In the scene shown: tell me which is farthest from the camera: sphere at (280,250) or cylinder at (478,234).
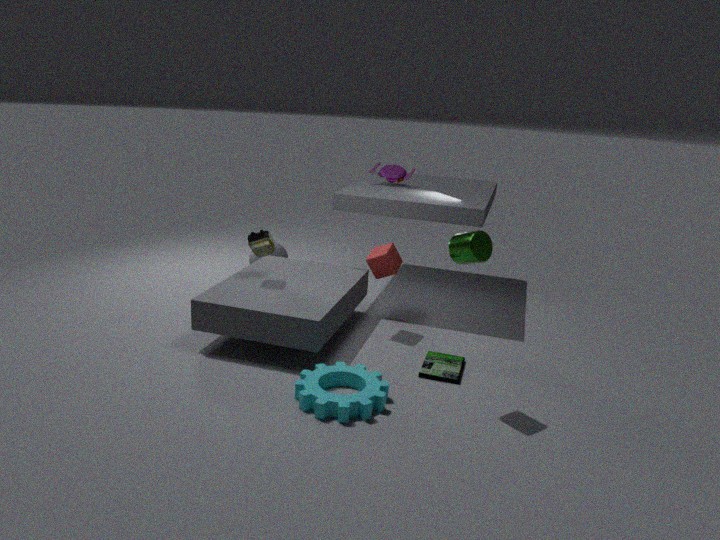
sphere at (280,250)
